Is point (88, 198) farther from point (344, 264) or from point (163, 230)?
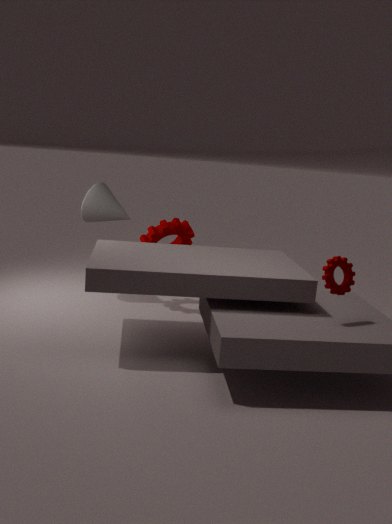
point (344, 264)
